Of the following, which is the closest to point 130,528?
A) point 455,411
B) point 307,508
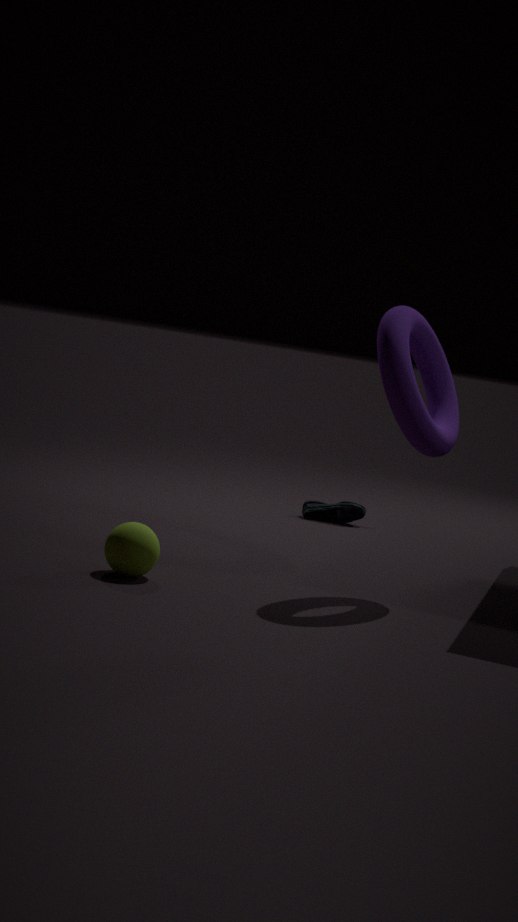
point 455,411
